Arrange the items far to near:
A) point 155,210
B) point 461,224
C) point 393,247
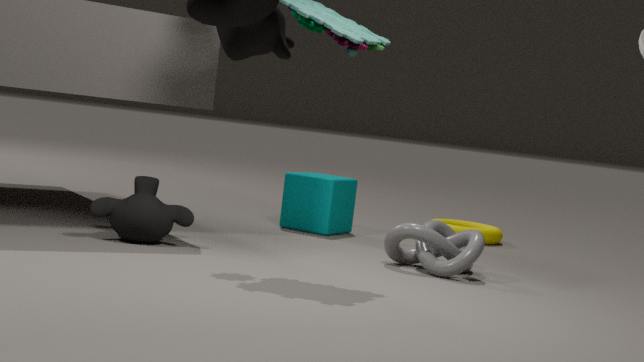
point 461,224 → point 393,247 → point 155,210
